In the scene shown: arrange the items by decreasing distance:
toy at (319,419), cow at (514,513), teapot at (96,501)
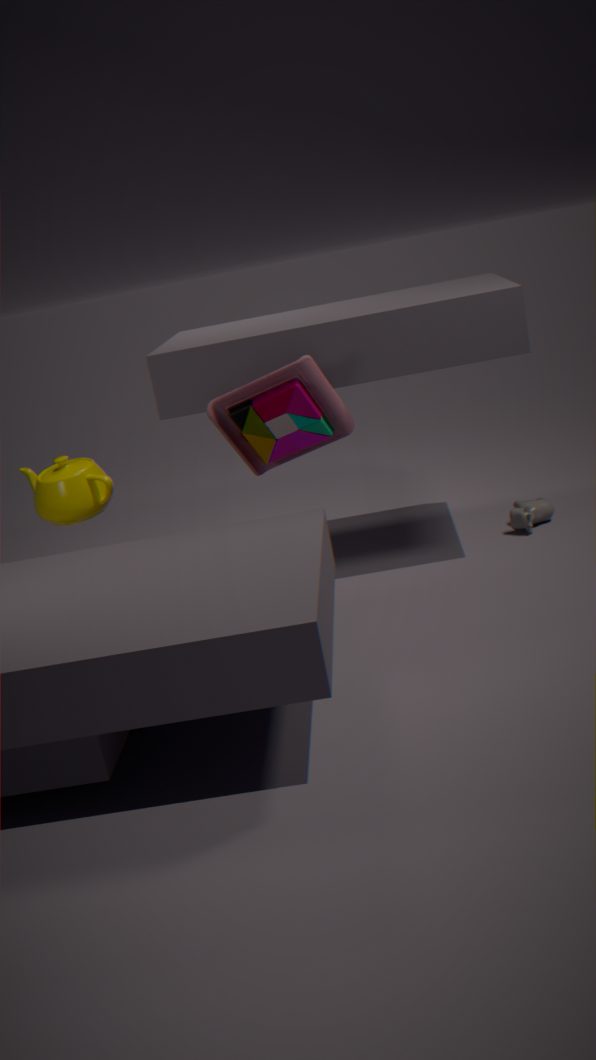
teapot at (96,501), cow at (514,513), toy at (319,419)
